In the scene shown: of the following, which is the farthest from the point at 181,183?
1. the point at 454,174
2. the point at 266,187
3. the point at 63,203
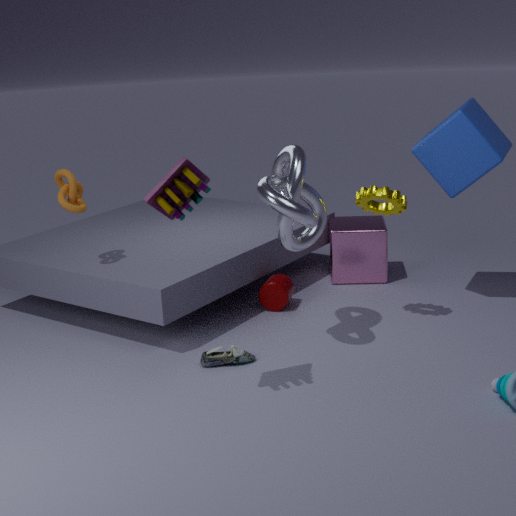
the point at 454,174
